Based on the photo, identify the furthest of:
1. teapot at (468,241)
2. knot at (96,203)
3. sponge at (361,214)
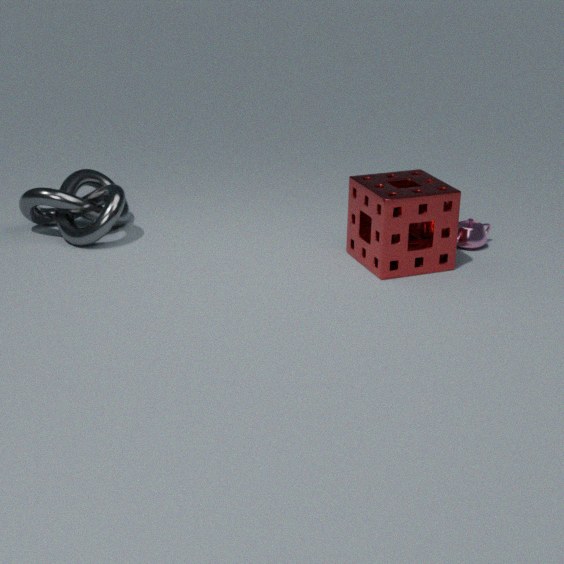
teapot at (468,241)
